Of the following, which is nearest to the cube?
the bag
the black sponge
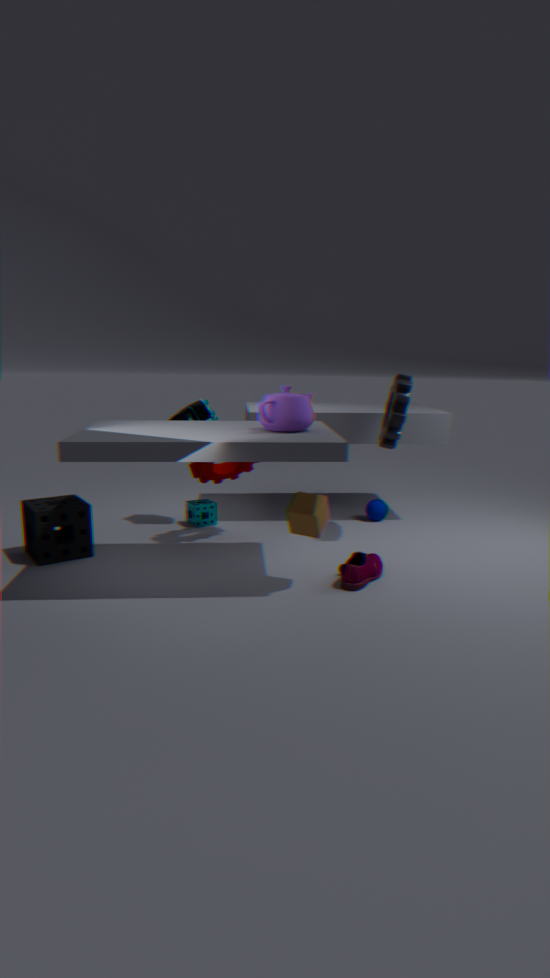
the bag
